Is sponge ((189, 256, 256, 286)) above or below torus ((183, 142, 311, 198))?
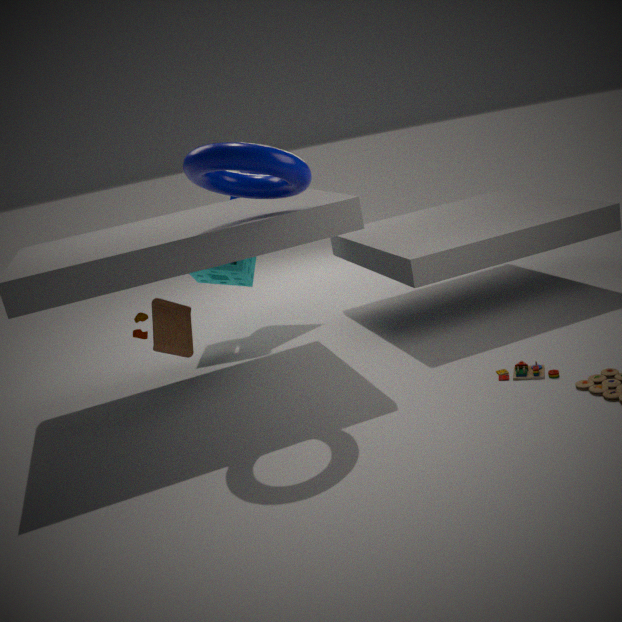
below
